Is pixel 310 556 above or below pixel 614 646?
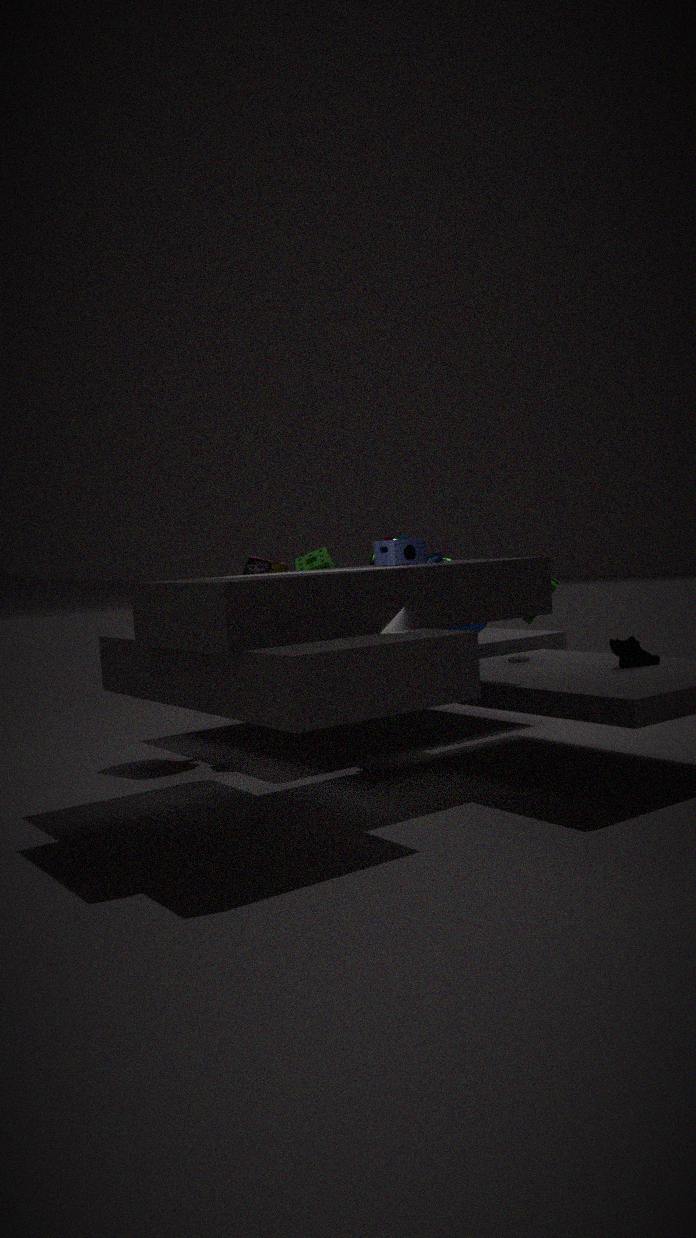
above
